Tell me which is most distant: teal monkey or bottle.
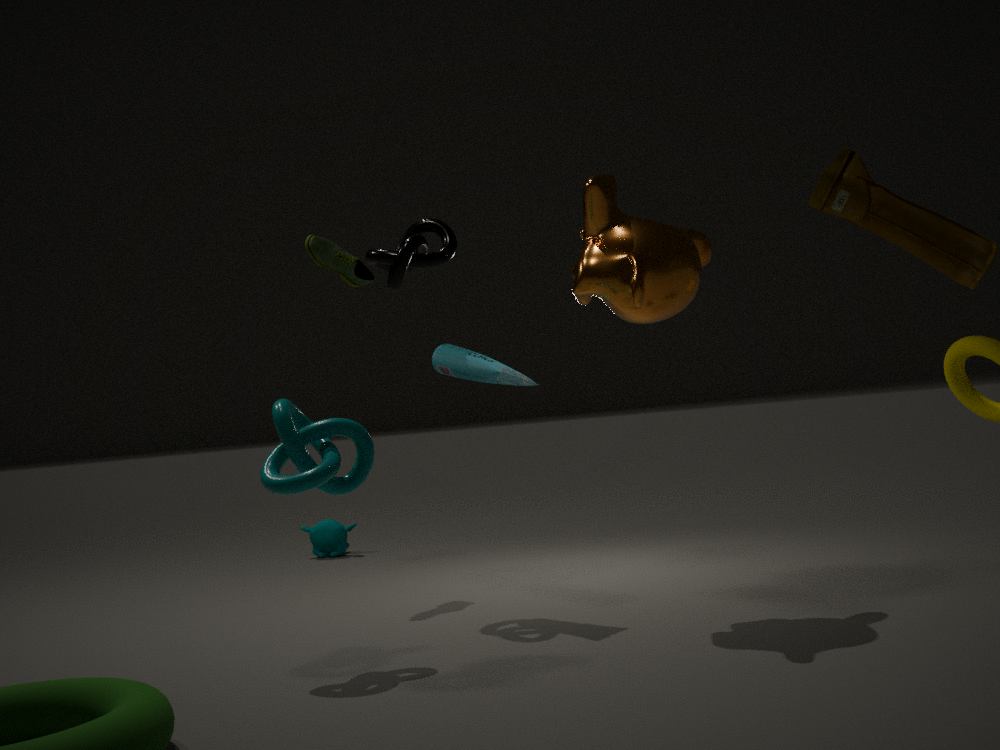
teal monkey
